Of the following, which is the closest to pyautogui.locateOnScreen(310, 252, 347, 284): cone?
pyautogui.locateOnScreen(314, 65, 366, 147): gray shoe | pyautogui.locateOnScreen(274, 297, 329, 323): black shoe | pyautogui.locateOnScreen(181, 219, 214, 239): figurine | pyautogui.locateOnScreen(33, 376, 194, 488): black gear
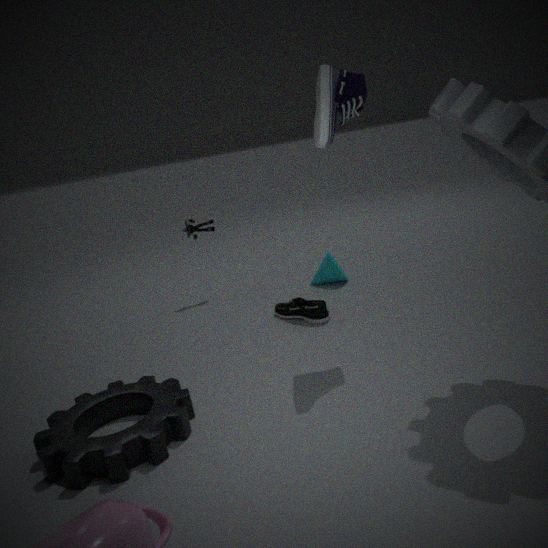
pyautogui.locateOnScreen(274, 297, 329, 323): black shoe
